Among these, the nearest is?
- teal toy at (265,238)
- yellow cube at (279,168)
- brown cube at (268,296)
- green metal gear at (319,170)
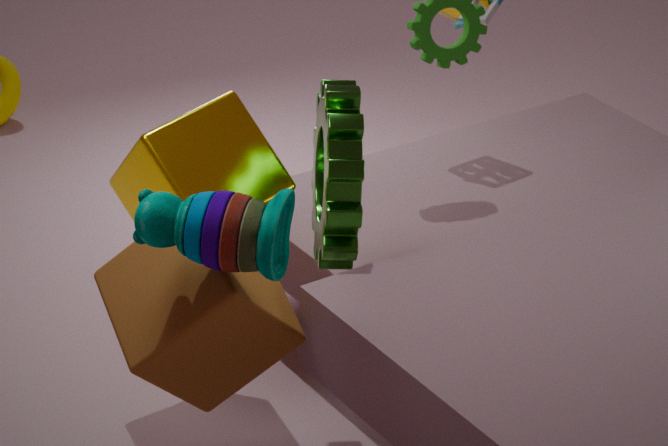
teal toy at (265,238)
